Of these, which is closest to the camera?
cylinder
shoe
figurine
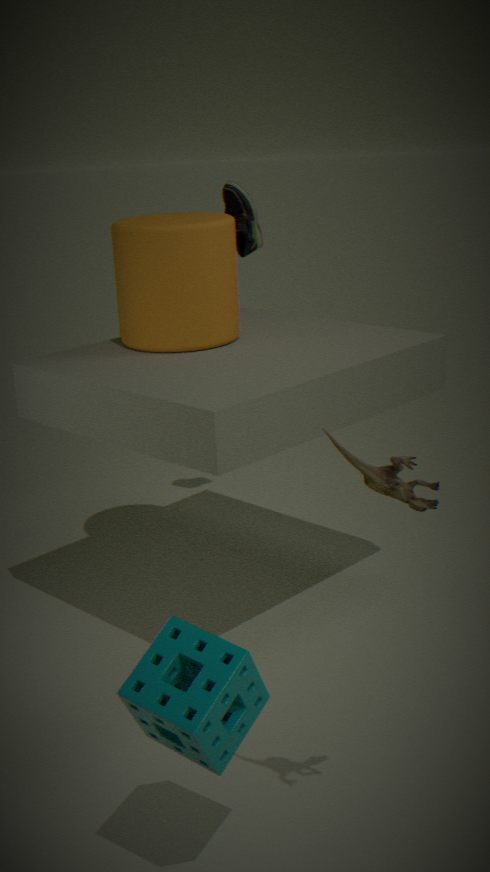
figurine
